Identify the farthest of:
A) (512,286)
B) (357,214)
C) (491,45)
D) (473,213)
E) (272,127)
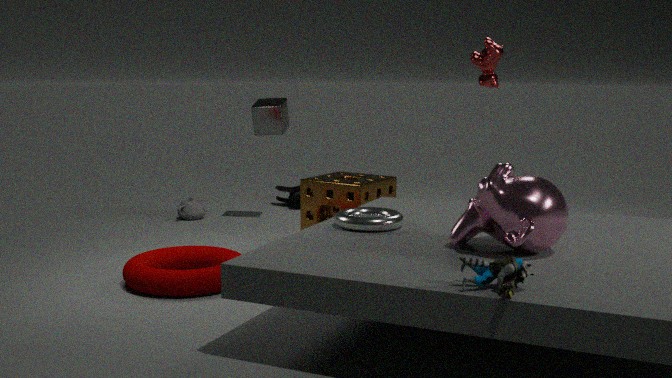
E. (272,127)
